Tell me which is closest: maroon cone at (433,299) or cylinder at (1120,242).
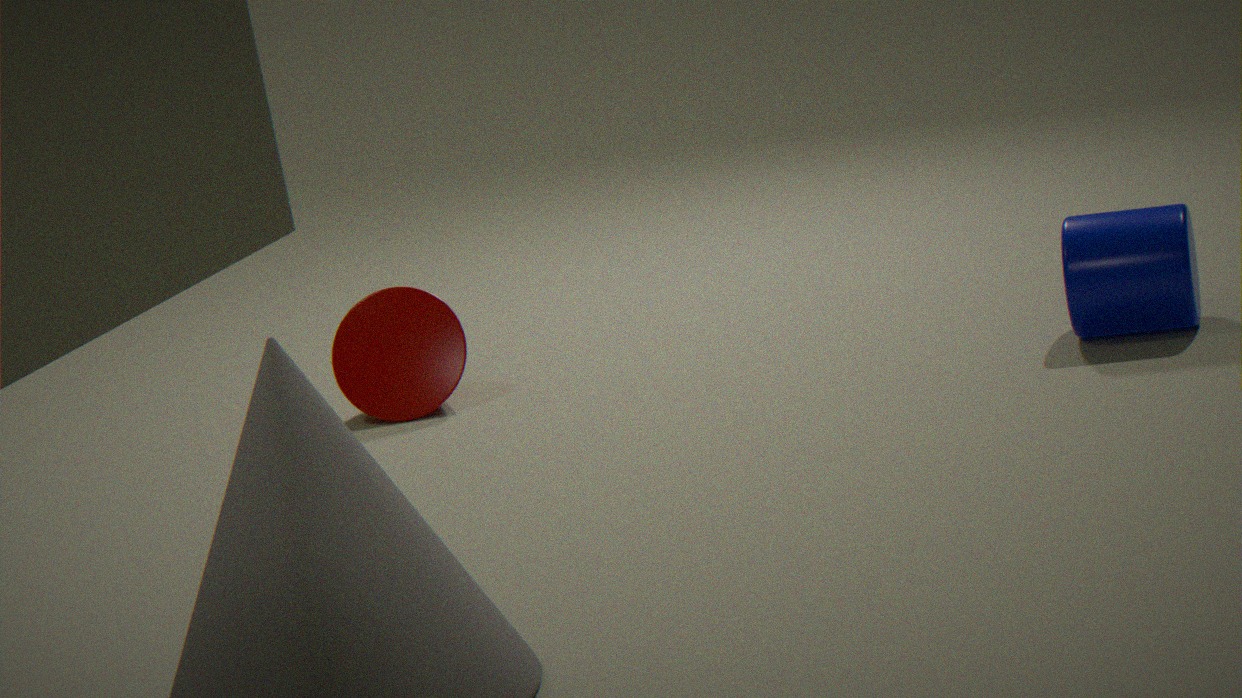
cylinder at (1120,242)
